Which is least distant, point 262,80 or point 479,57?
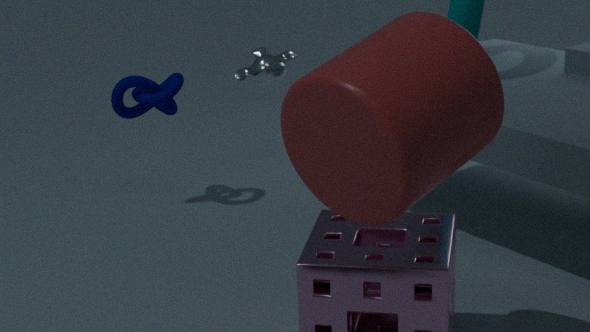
point 479,57
